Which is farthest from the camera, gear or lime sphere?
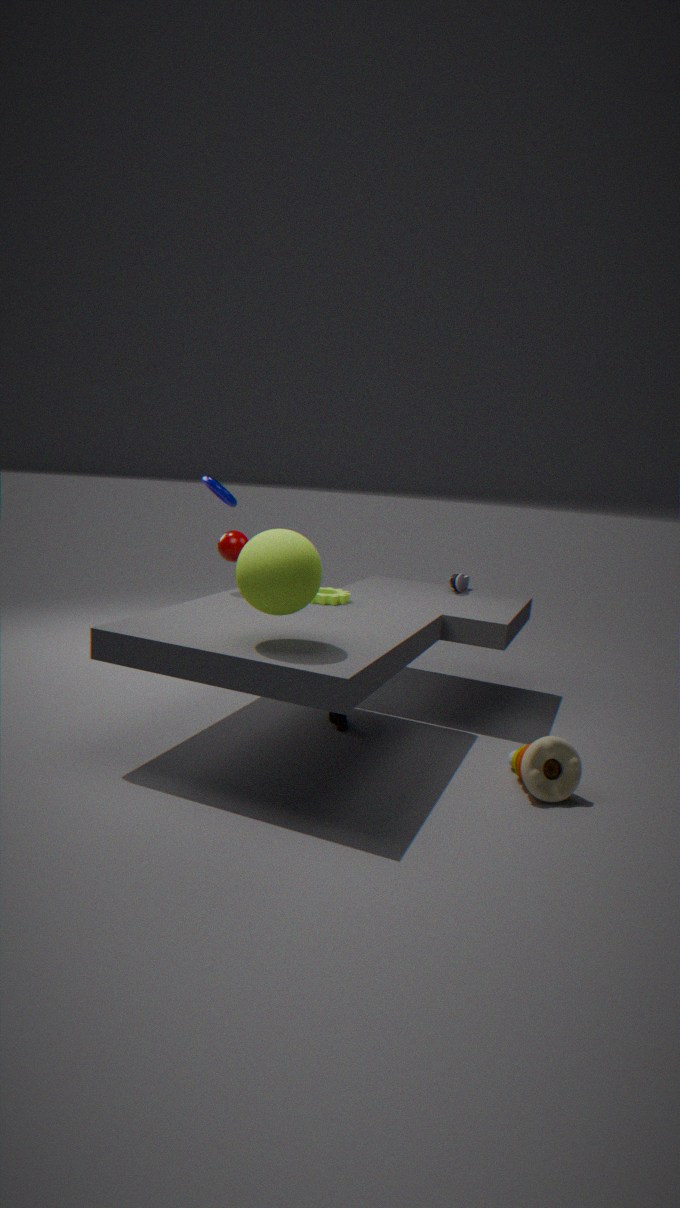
gear
